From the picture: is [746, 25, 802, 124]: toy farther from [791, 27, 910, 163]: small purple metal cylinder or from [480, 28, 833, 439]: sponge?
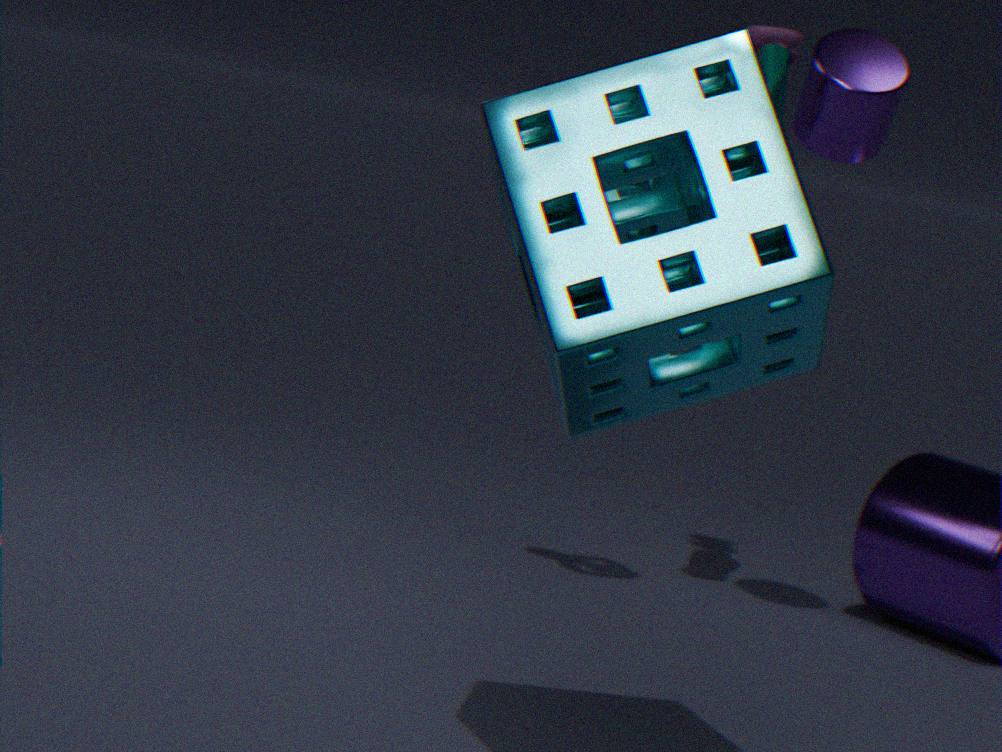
[480, 28, 833, 439]: sponge
